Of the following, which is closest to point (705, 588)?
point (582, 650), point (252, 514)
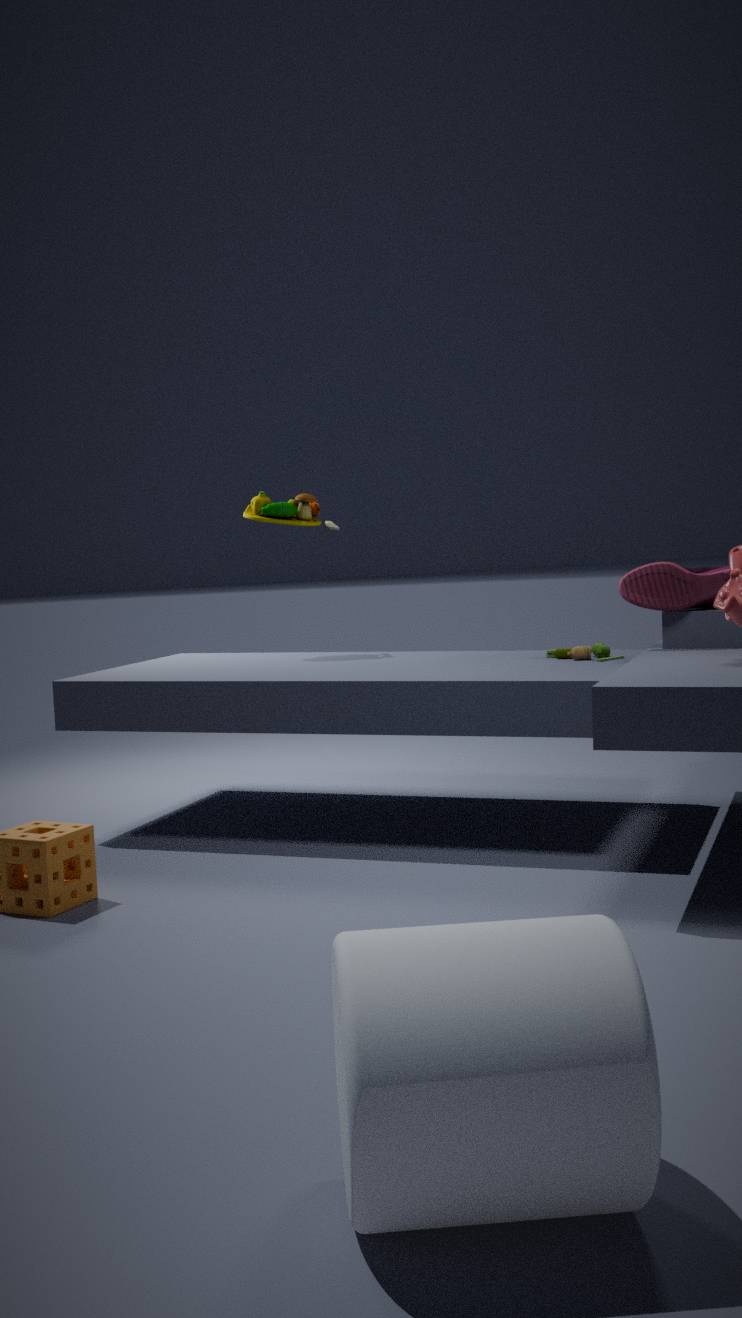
point (582, 650)
